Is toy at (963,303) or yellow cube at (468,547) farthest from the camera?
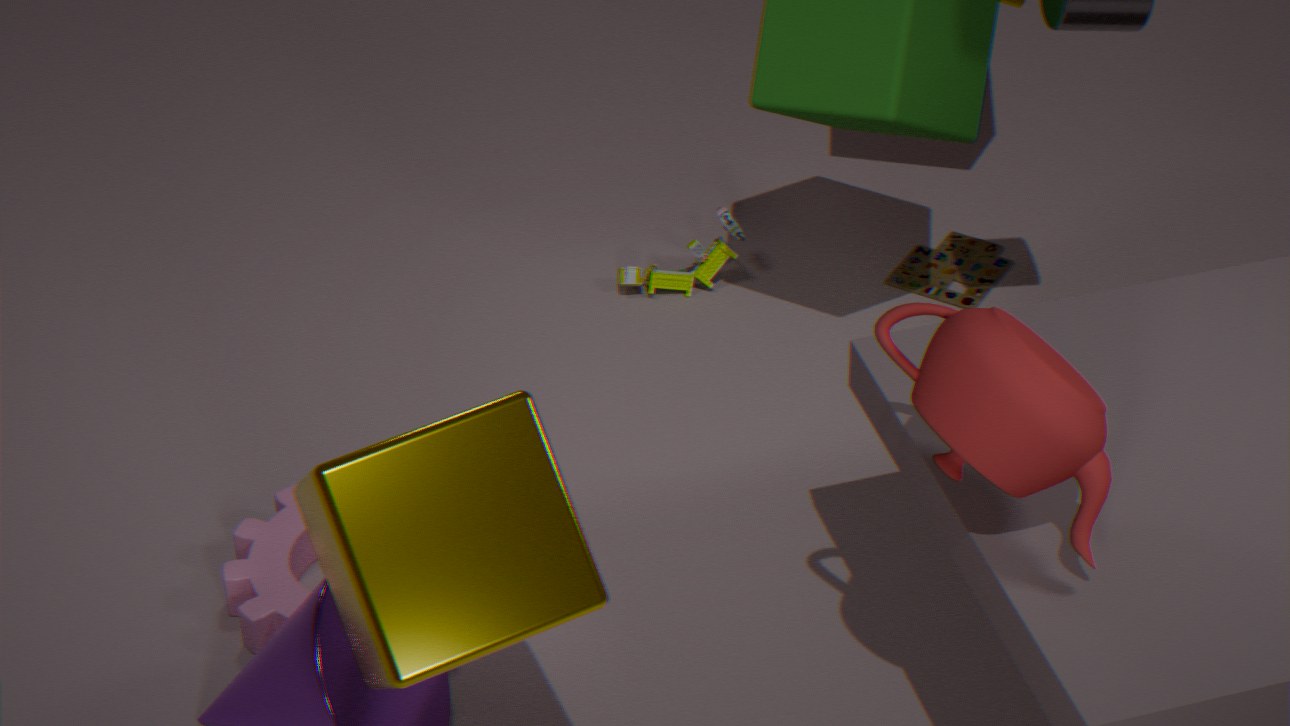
toy at (963,303)
